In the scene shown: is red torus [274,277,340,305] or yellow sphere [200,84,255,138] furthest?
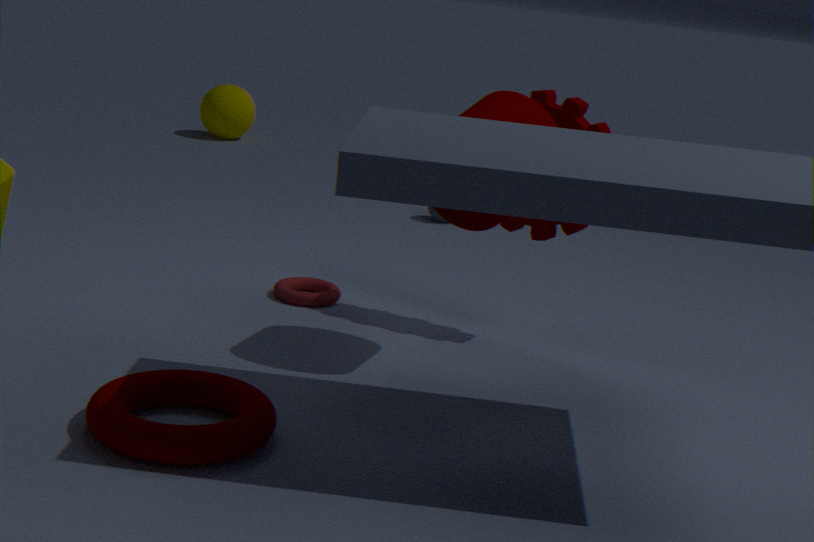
yellow sphere [200,84,255,138]
